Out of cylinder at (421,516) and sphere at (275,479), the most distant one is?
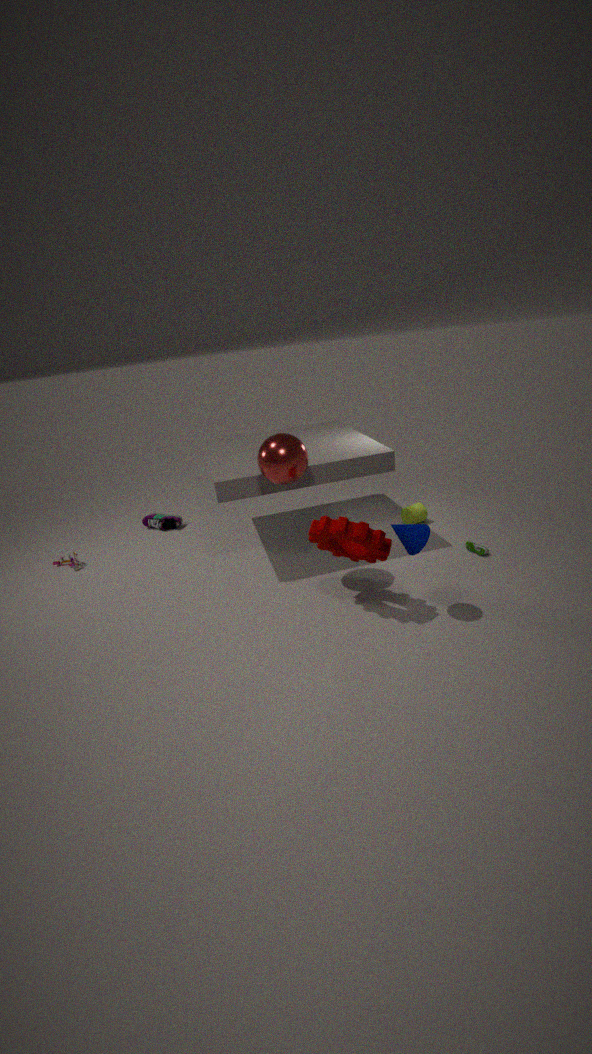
cylinder at (421,516)
